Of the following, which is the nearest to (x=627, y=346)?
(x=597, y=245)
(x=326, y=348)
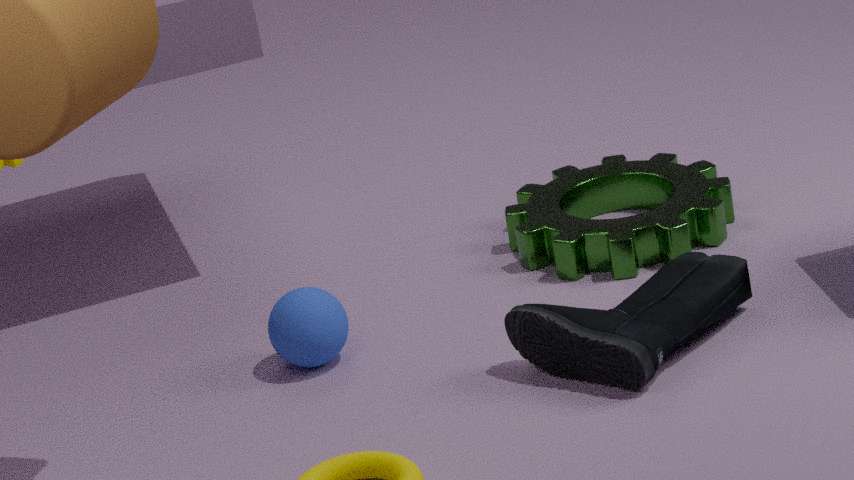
(x=597, y=245)
